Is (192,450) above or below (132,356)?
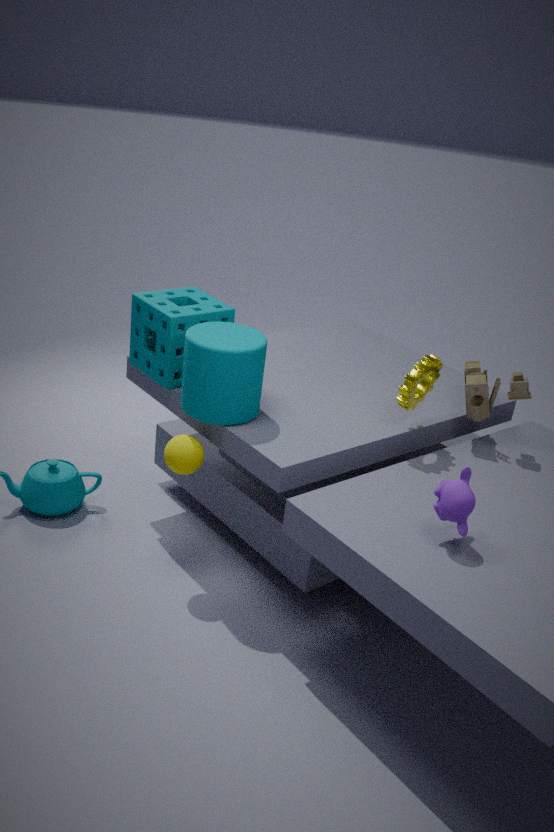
below
